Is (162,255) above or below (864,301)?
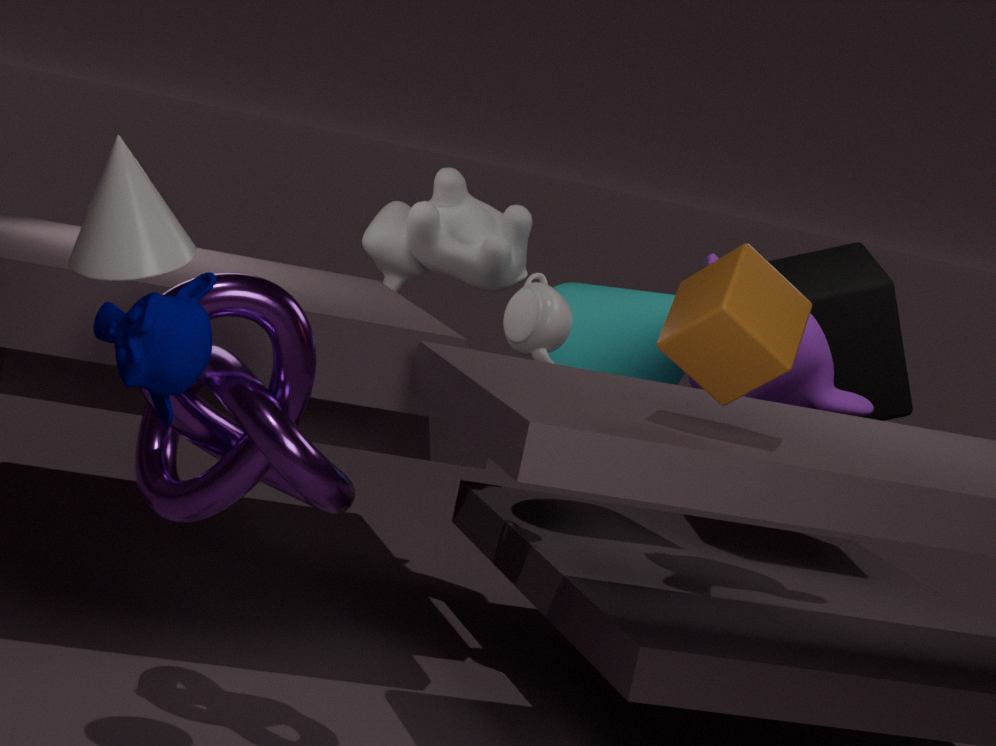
above
